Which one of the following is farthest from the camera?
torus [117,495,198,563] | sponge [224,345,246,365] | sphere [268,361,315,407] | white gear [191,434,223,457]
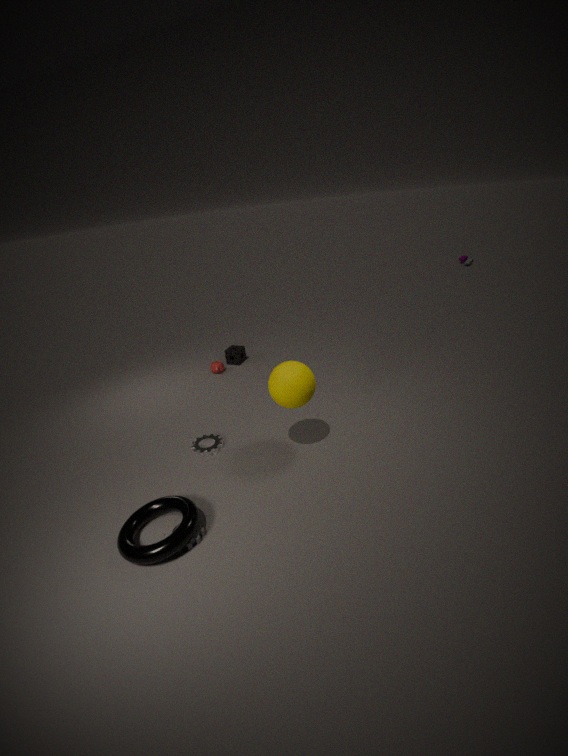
sponge [224,345,246,365]
